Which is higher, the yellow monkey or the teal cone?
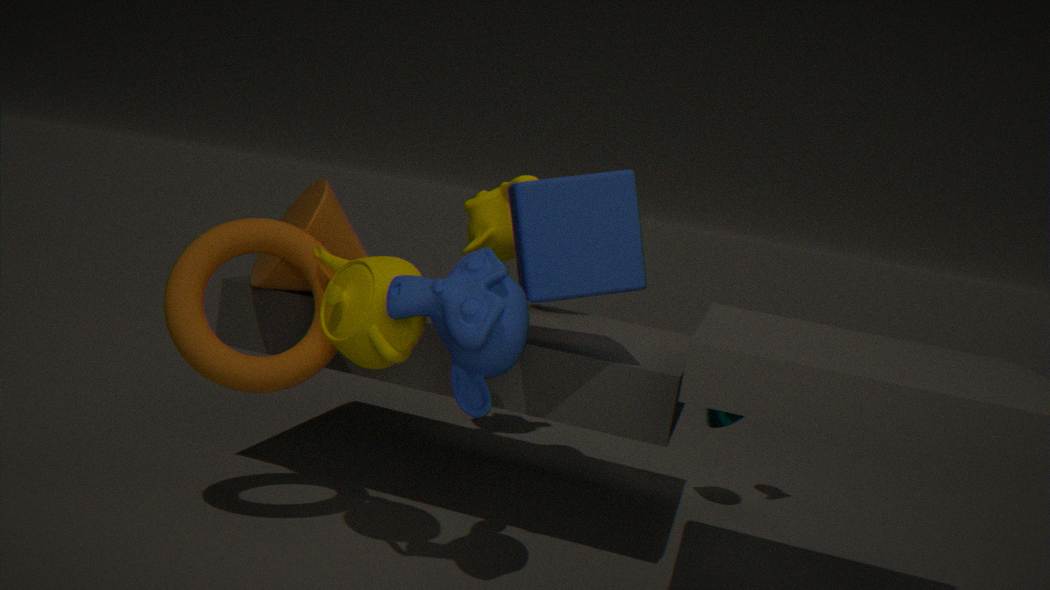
the yellow monkey
